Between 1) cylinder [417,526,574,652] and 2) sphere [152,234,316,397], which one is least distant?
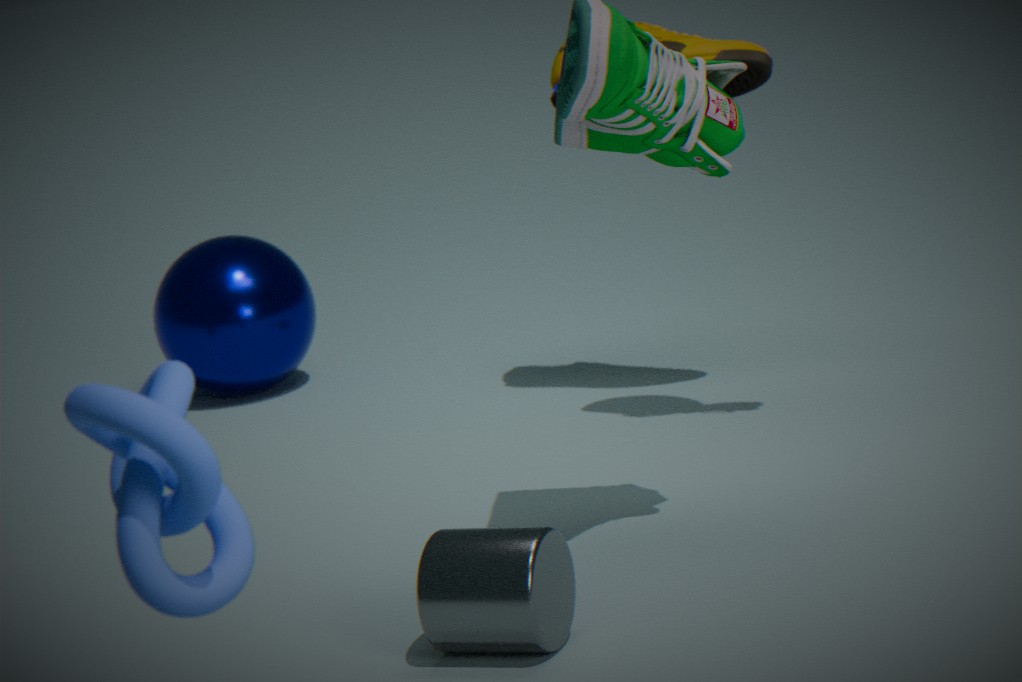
1. cylinder [417,526,574,652]
